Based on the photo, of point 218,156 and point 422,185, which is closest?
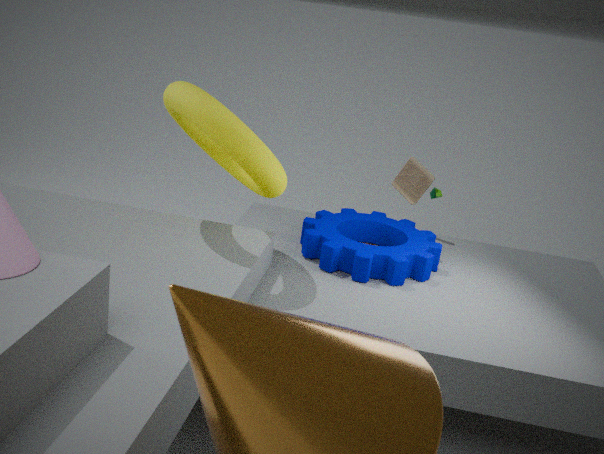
point 218,156
